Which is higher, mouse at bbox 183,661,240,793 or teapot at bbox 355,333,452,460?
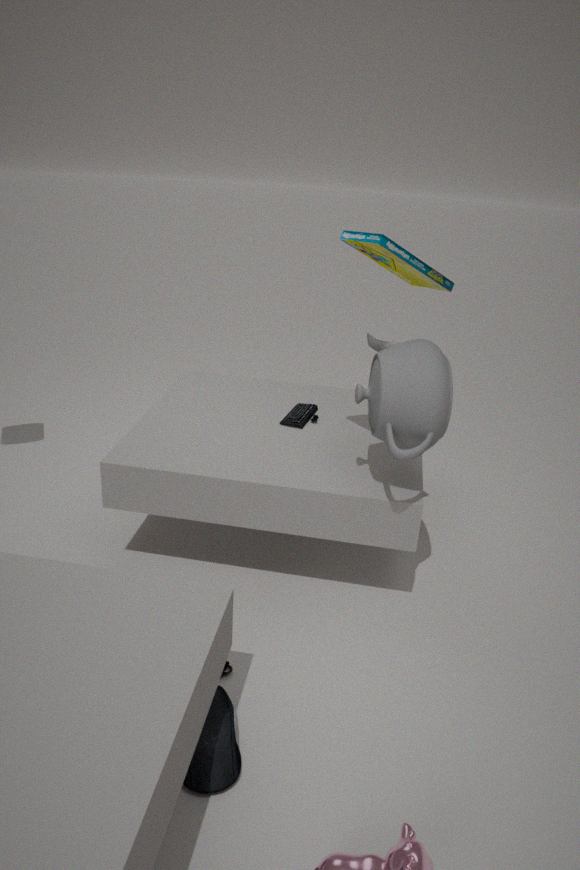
teapot at bbox 355,333,452,460
